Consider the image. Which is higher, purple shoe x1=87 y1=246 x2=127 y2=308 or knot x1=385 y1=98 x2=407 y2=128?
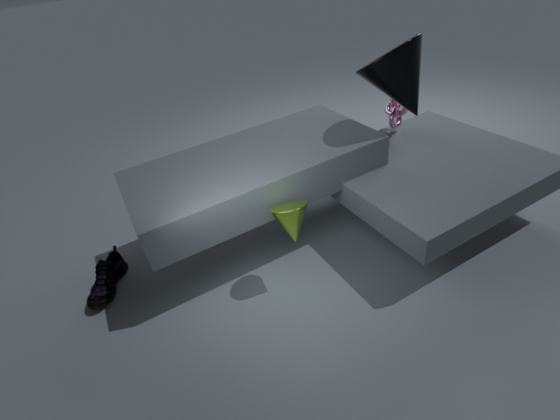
knot x1=385 y1=98 x2=407 y2=128
